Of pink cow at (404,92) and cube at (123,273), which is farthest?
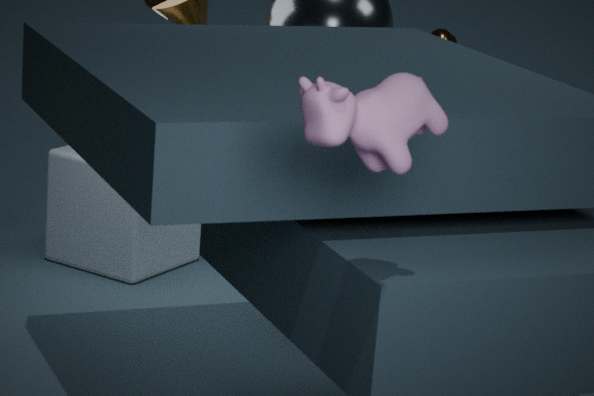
cube at (123,273)
